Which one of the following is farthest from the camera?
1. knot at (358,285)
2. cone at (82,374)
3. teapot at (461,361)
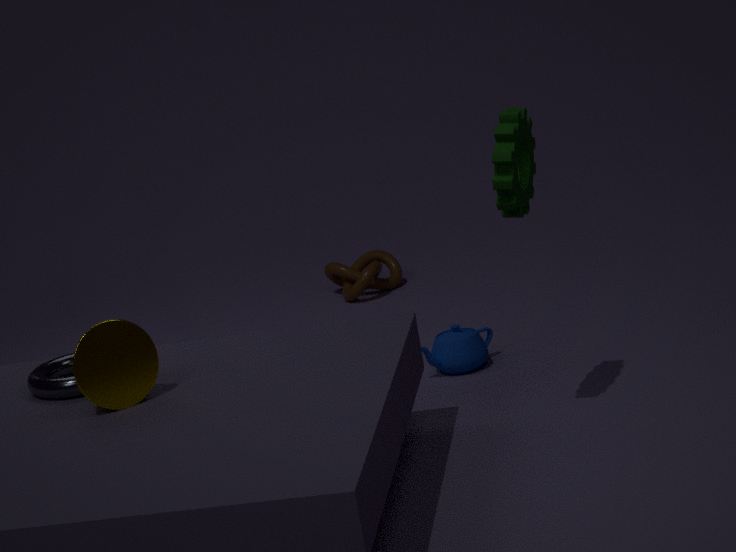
knot at (358,285)
